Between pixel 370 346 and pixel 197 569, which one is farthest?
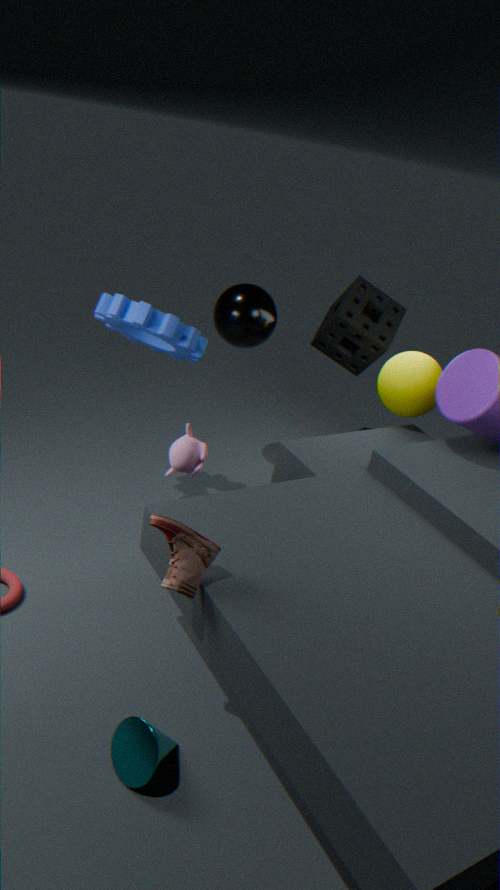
pixel 370 346
